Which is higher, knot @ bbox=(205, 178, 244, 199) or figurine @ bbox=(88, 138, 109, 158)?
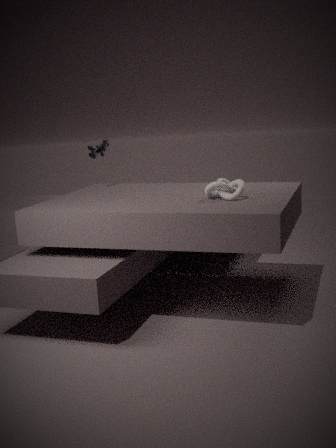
figurine @ bbox=(88, 138, 109, 158)
